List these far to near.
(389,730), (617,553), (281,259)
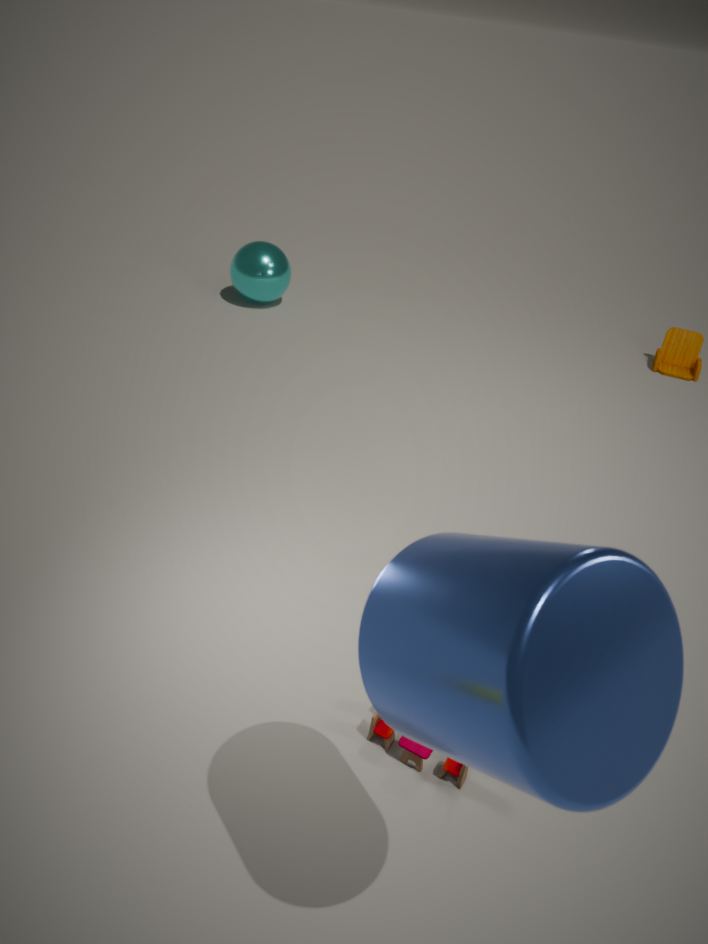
1. (281,259)
2. (389,730)
3. (617,553)
